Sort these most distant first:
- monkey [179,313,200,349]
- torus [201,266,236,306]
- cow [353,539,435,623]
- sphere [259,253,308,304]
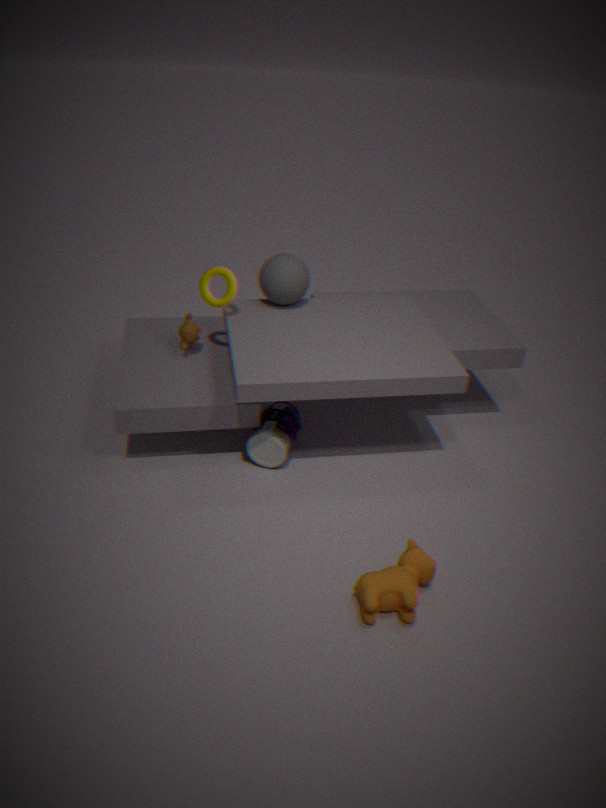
monkey [179,313,200,349], sphere [259,253,308,304], torus [201,266,236,306], cow [353,539,435,623]
